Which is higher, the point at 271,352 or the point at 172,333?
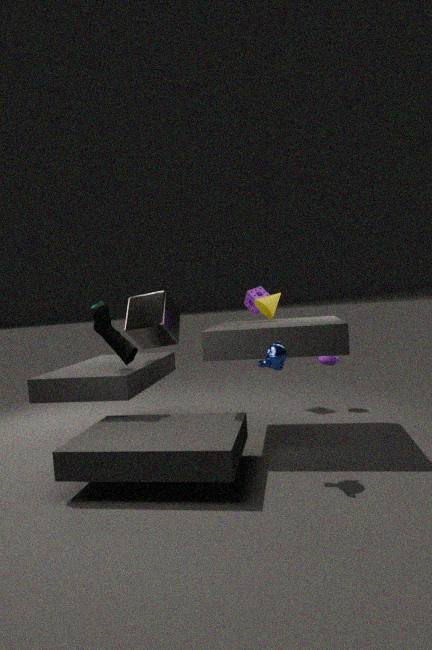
the point at 172,333
